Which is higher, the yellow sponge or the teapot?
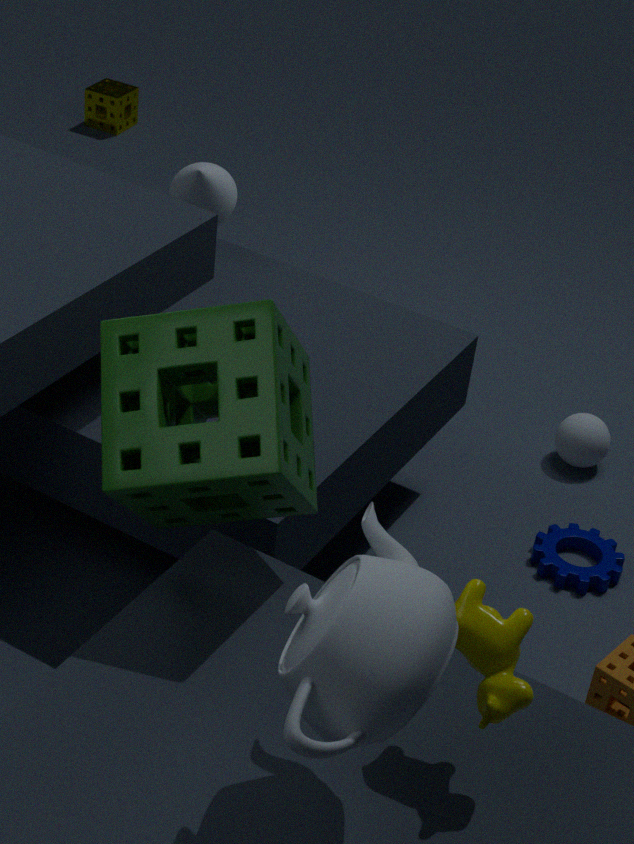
the teapot
